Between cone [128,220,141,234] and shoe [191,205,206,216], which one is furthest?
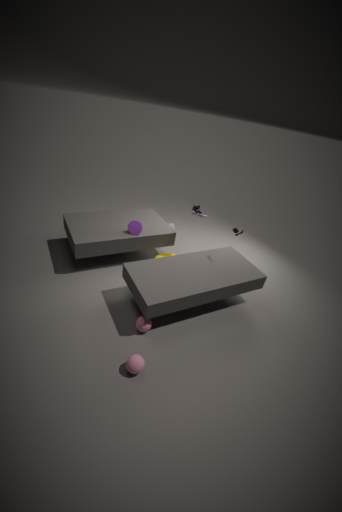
shoe [191,205,206,216]
